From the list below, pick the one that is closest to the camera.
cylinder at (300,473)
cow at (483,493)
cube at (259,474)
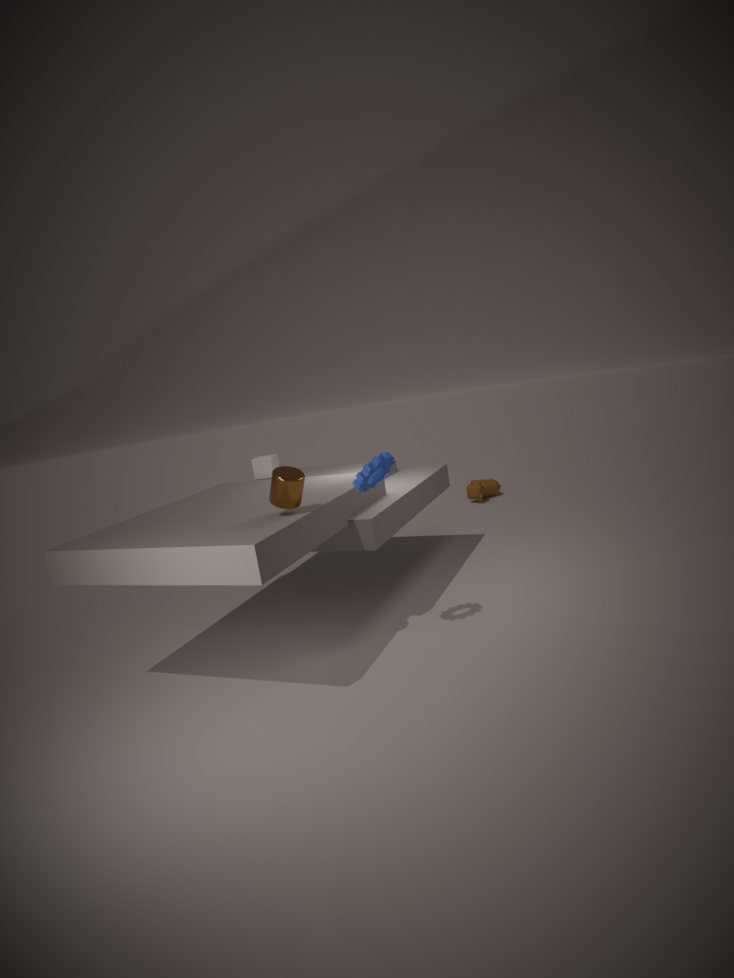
cylinder at (300,473)
